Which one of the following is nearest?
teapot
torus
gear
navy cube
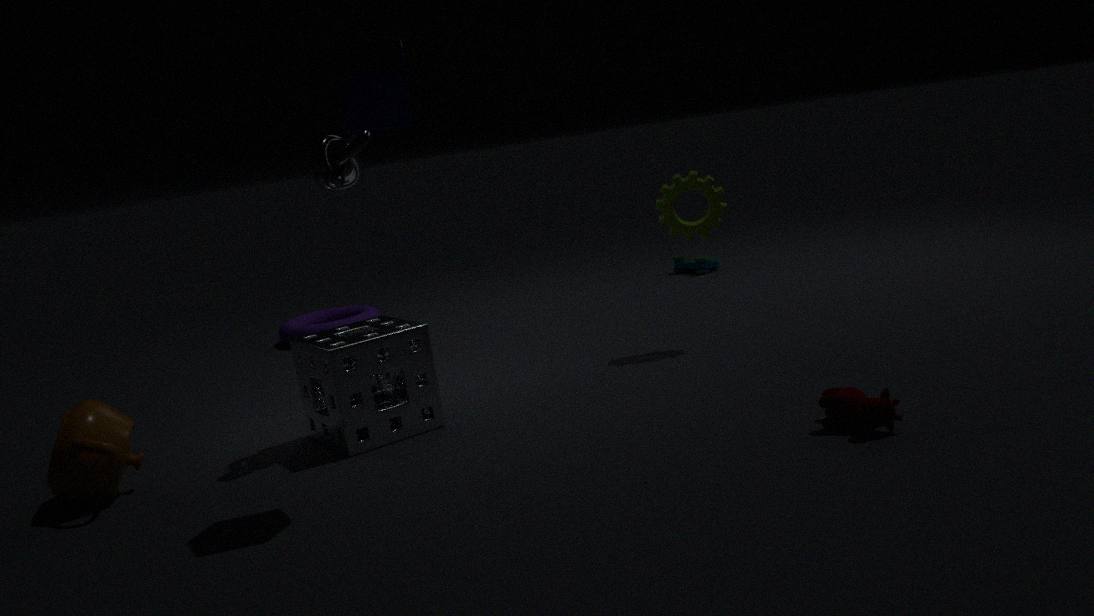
navy cube
